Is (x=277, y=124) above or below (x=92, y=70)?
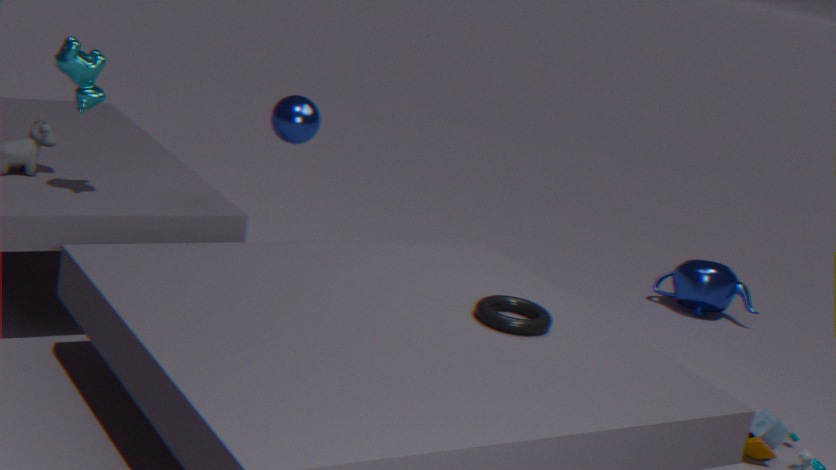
below
